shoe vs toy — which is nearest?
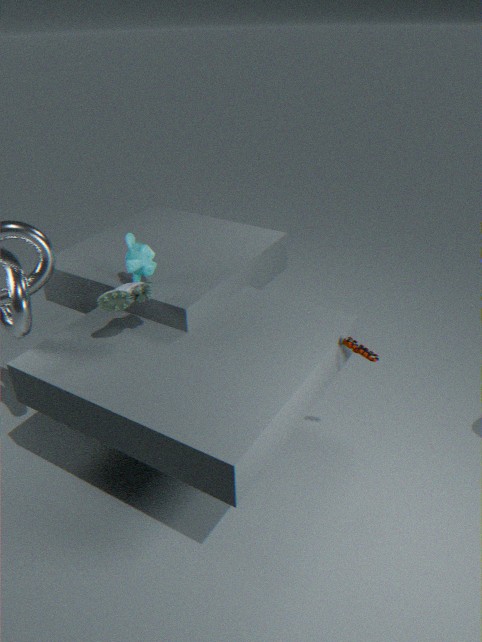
shoe
